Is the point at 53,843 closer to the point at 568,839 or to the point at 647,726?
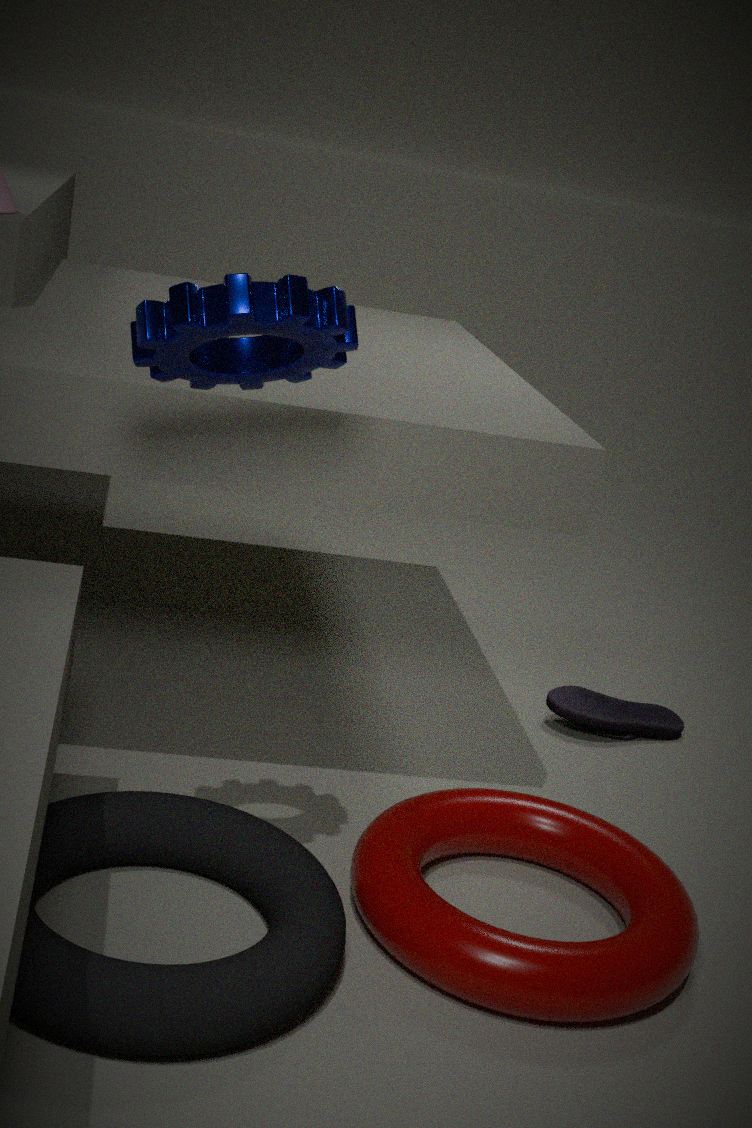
the point at 568,839
